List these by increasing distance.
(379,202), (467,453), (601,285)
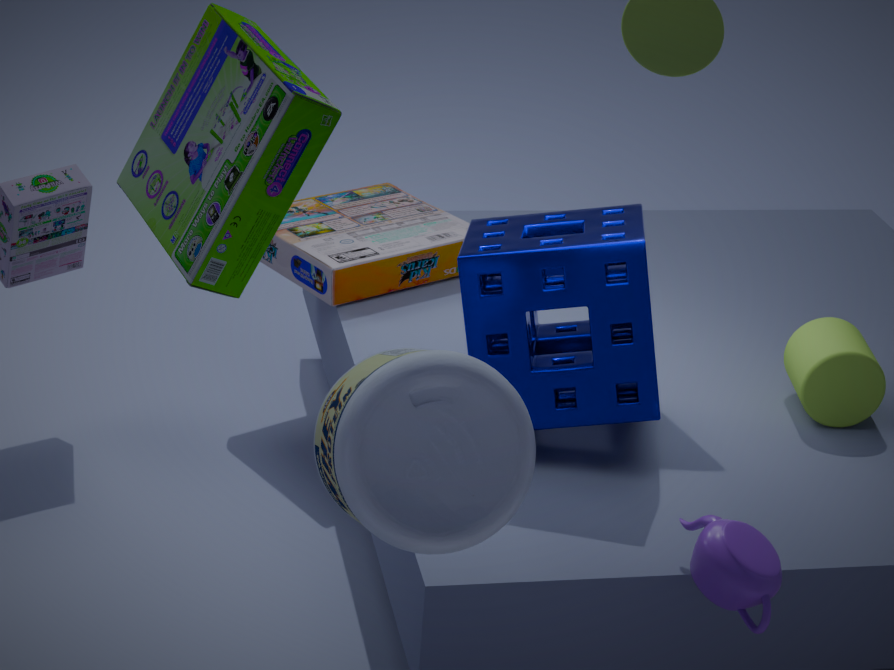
(467,453)
(601,285)
(379,202)
